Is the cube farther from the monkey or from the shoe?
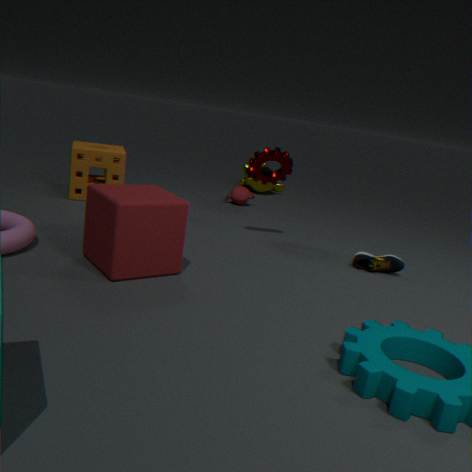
the monkey
